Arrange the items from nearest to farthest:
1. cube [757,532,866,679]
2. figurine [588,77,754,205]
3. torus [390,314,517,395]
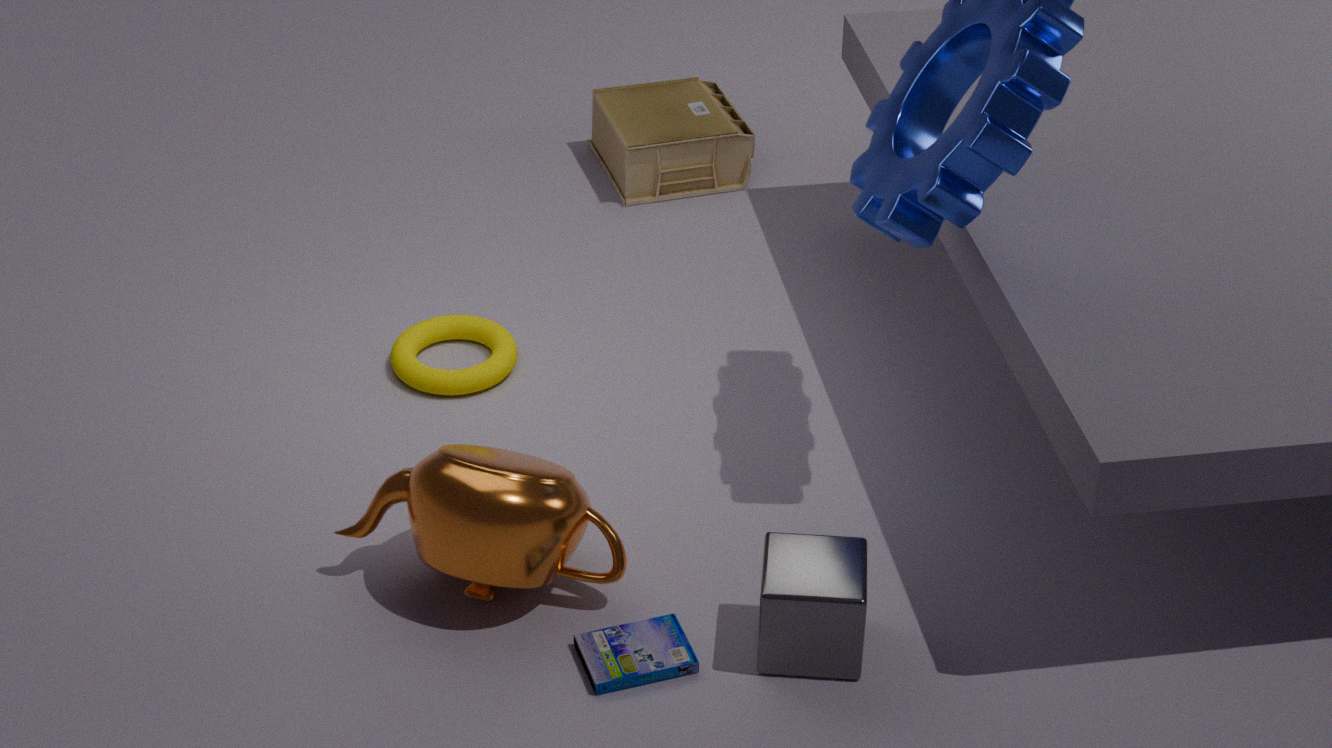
cube [757,532,866,679] < torus [390,314,517,395] < figurine [588,77,754,205]
